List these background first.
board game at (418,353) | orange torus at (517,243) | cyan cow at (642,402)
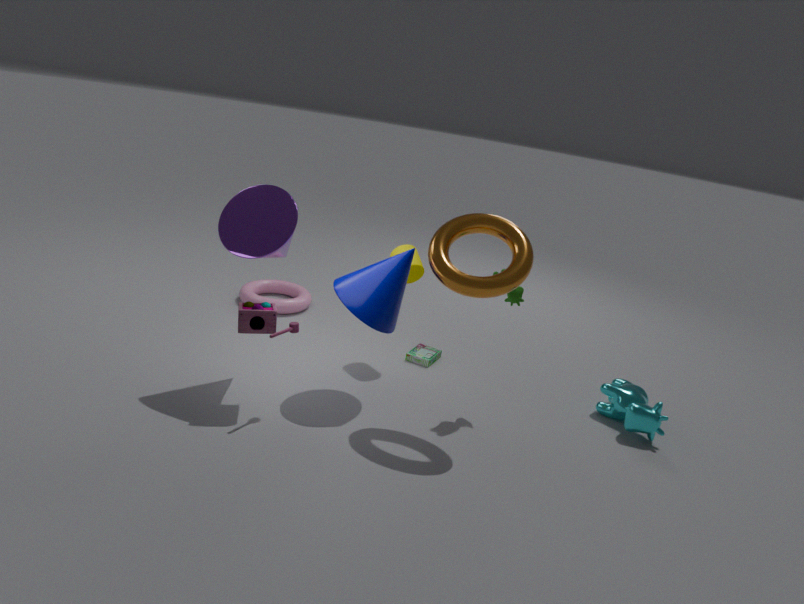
1. board game at (418,353)
2. cyan cow at (642,402)
3. orange torus at (517,243)
